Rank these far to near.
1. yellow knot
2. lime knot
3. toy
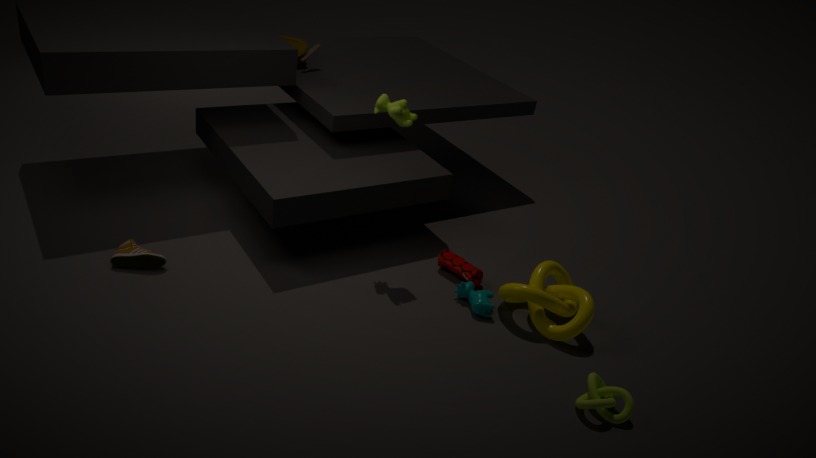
toy
yellow knot
lime knot
